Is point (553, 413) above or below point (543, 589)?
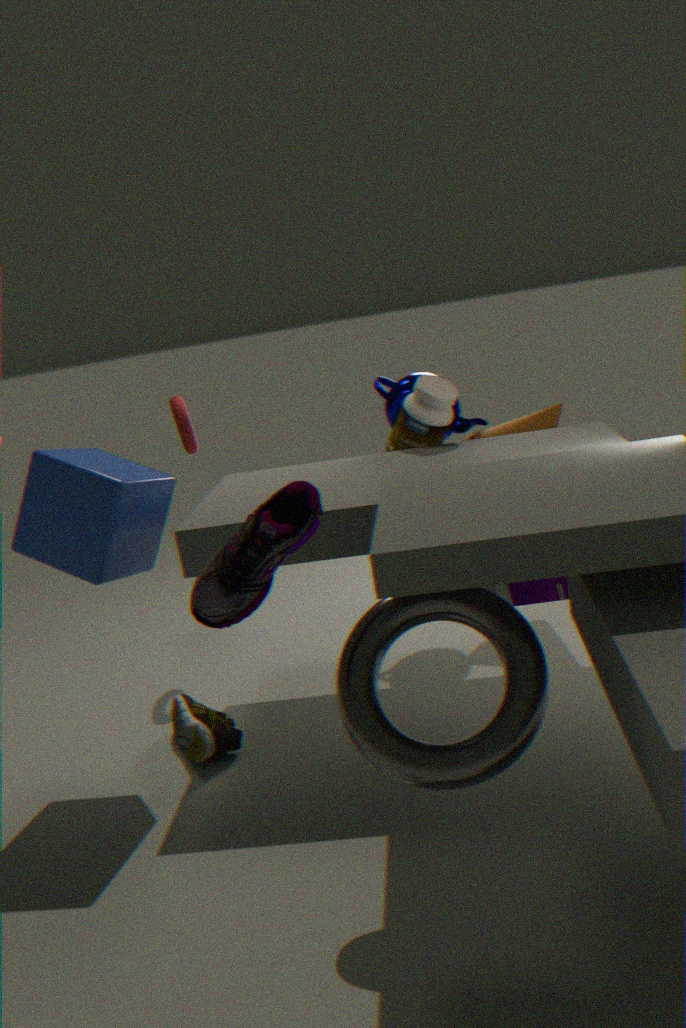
above
